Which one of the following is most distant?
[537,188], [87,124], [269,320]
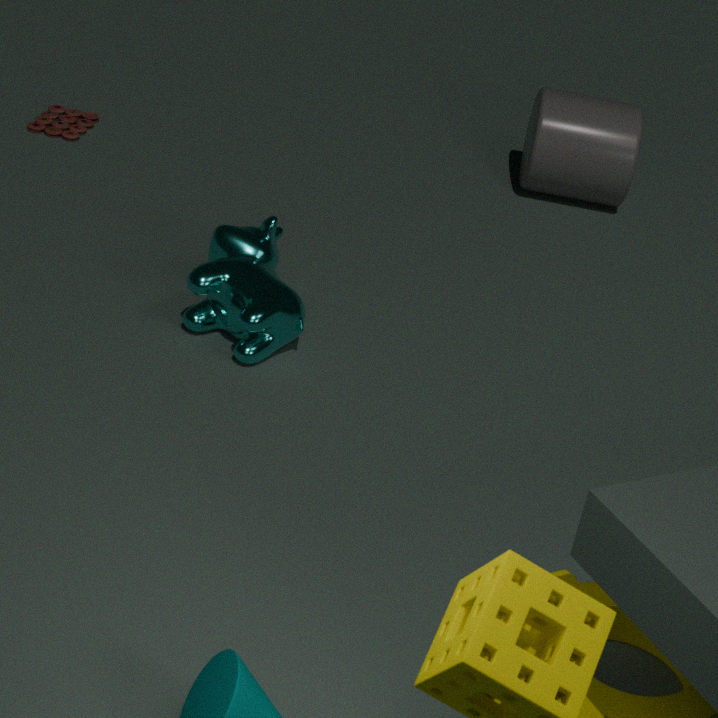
[537,188]
